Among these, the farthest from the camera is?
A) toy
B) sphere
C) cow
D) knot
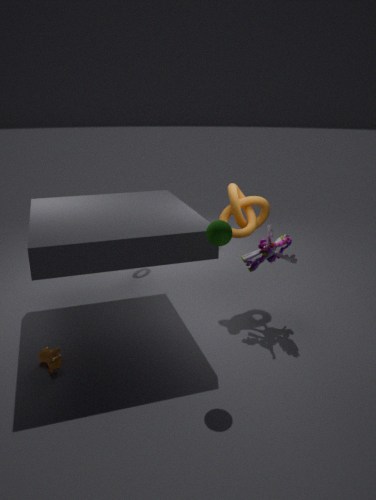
knot
